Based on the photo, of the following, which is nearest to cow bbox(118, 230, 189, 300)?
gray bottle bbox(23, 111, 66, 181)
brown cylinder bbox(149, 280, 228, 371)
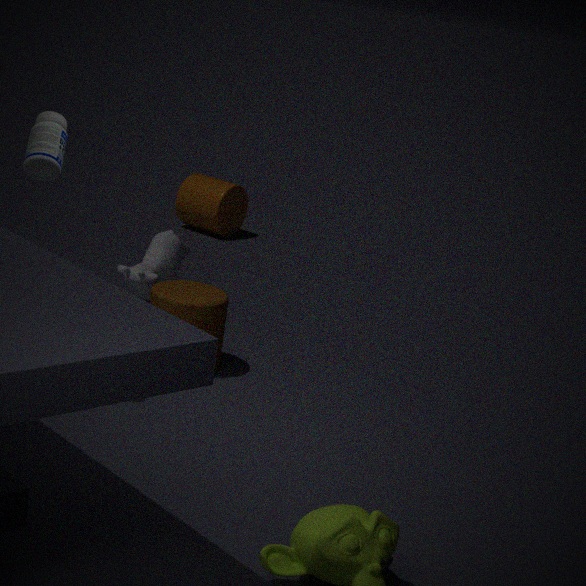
brown cylinder bbox(149, 280, 228, 371)
